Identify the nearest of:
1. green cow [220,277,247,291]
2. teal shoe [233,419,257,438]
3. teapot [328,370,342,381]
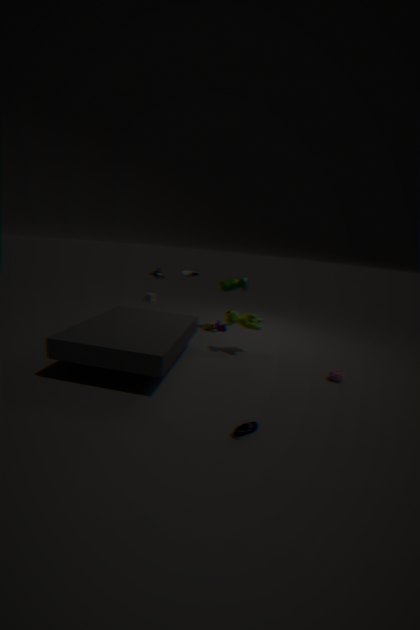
teal shoe [233,419,257,438]
